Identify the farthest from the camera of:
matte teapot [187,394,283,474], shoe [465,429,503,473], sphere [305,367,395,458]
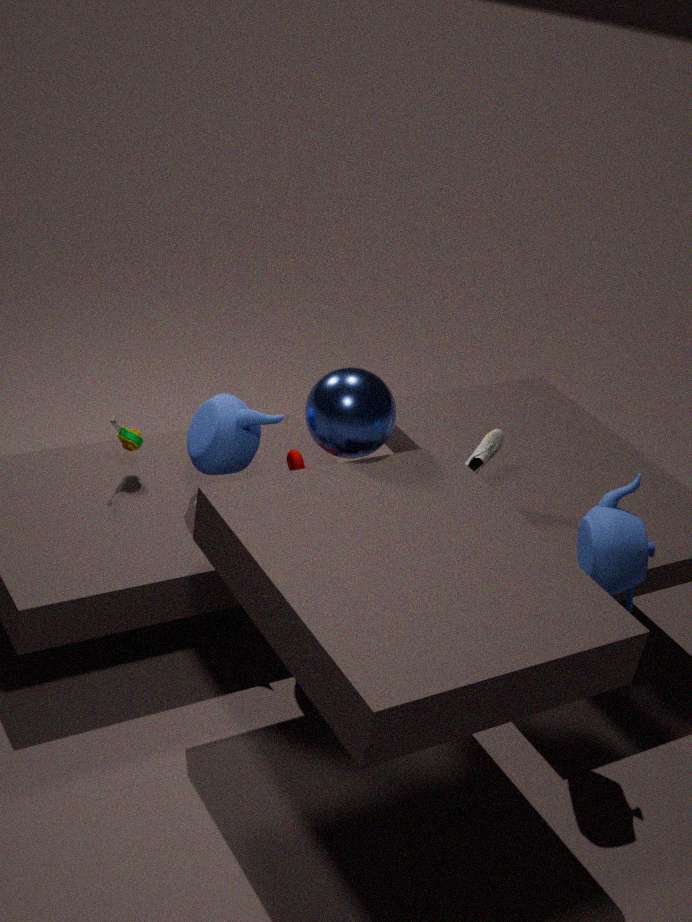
shoe [465,429,503,473]
